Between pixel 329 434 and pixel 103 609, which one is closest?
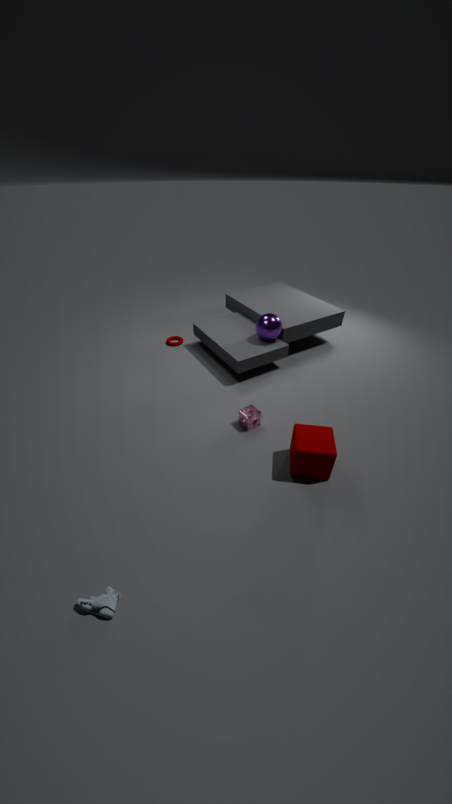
pixel 103 609
